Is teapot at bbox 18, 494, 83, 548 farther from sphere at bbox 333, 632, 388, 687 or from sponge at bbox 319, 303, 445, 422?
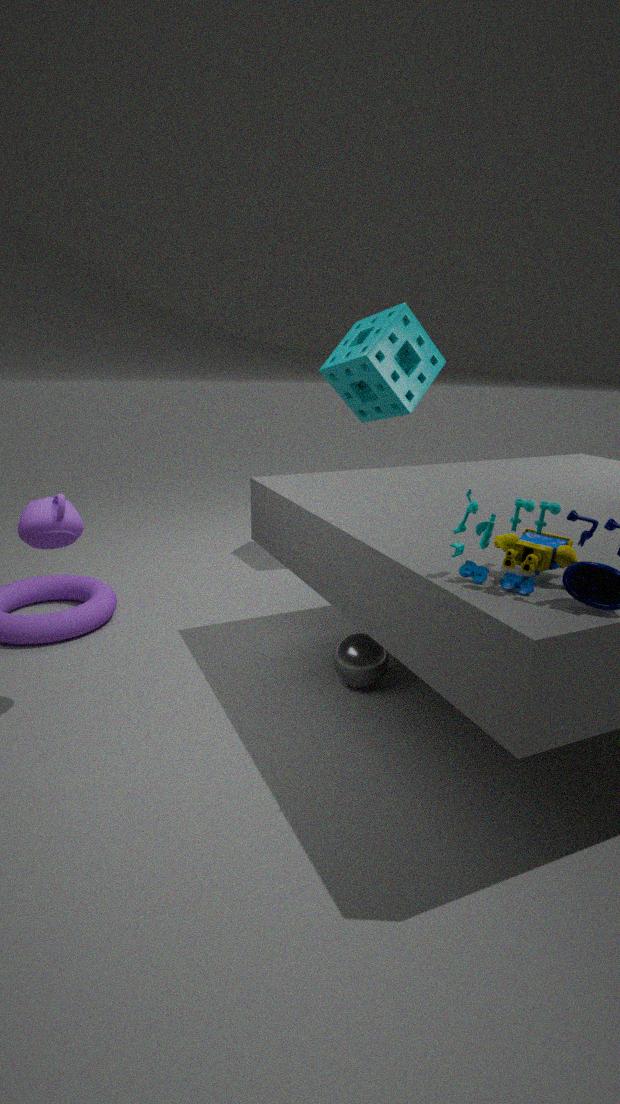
sponge at bbox 319, 303, 445, 422
